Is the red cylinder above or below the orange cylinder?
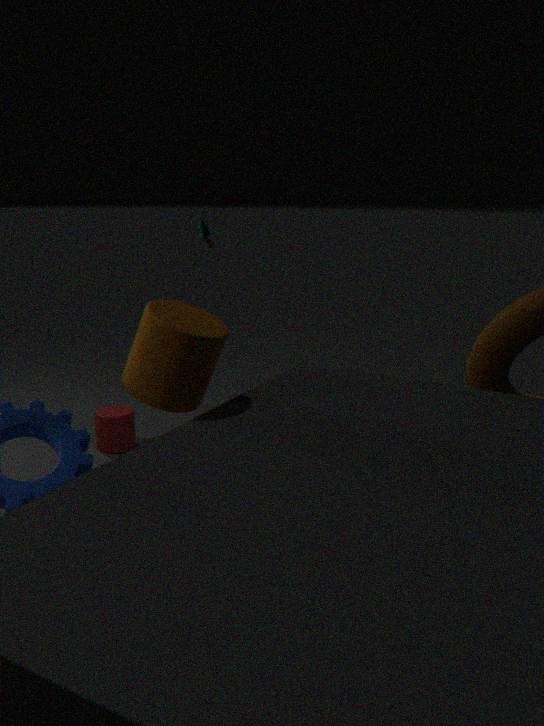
below
